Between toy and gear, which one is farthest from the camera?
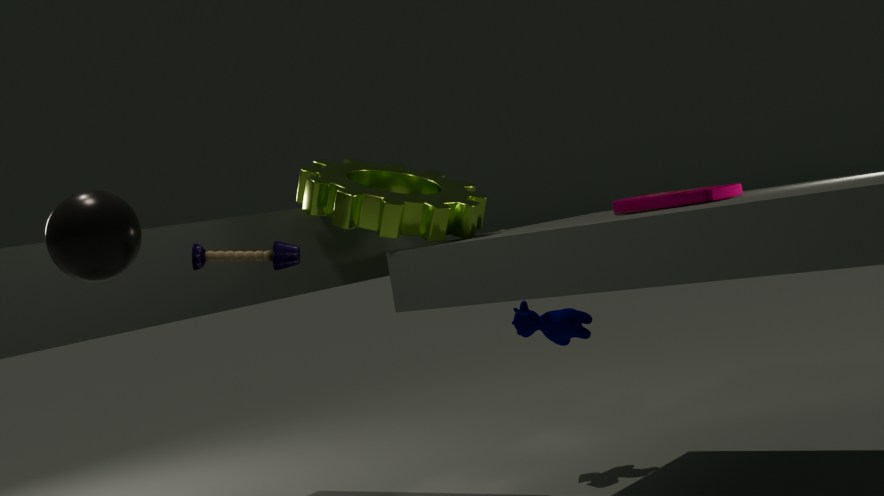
gear
